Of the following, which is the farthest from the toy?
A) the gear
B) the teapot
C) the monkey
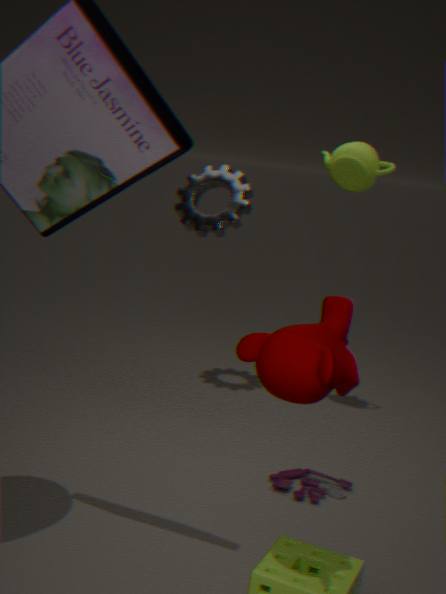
the monkey
